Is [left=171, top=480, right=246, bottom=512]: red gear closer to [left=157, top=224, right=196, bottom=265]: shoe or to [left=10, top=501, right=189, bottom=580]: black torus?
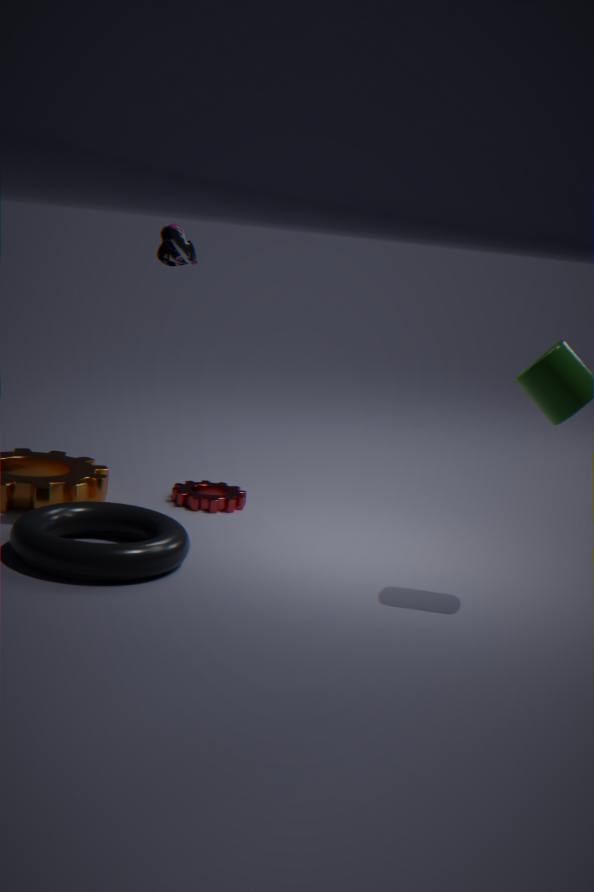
[left=10, top=501, right=189, bottom=580]: black torus
